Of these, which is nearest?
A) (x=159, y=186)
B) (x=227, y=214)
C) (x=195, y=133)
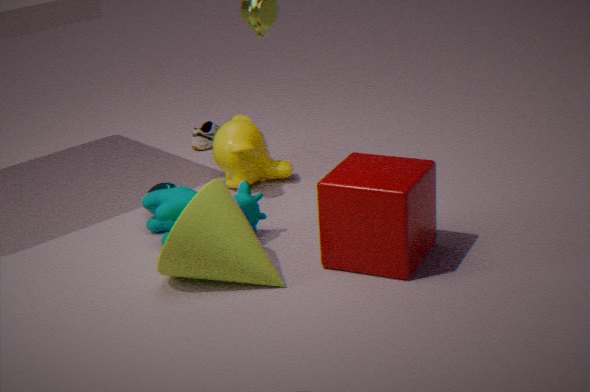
(x=227, y=214)
